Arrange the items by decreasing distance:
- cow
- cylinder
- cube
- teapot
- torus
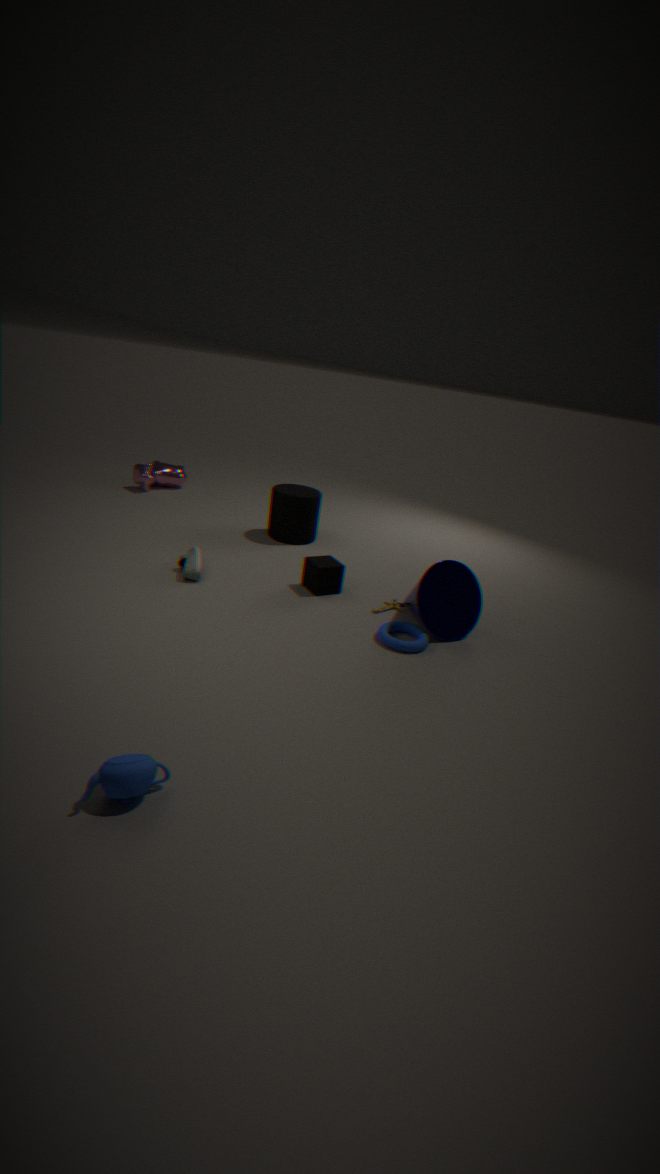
cow
cylinder
cube
torus
teapot
